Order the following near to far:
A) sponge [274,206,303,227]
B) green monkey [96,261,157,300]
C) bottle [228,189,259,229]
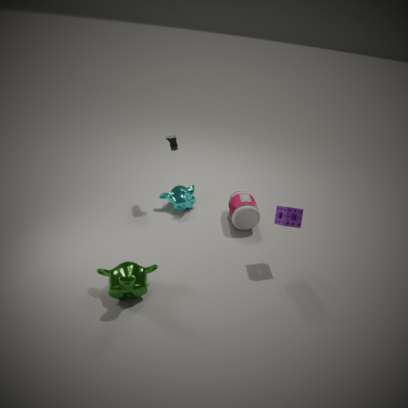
green monkey [96,261,157,300]
sponge [274,206,303,227]
bottle [228,189,259,229]
